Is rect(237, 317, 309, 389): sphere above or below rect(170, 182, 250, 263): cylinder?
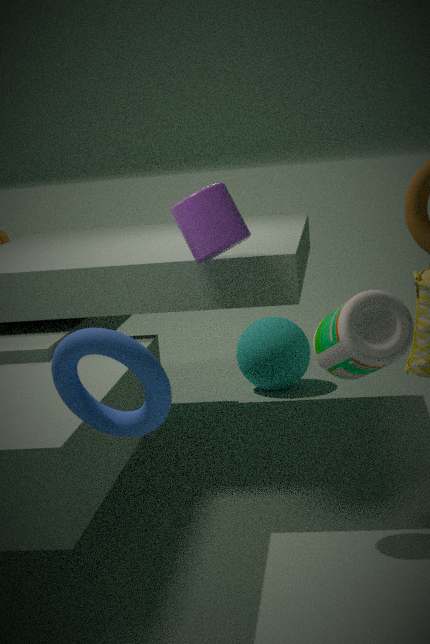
below
